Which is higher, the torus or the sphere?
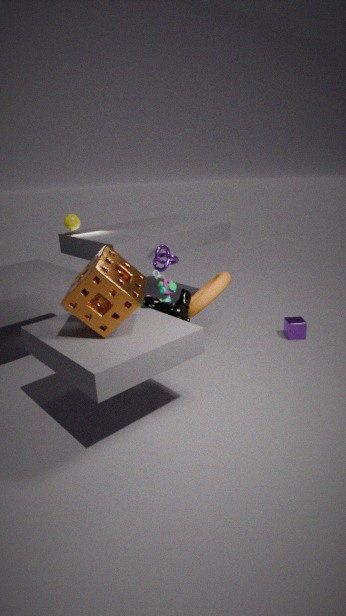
the sphere
